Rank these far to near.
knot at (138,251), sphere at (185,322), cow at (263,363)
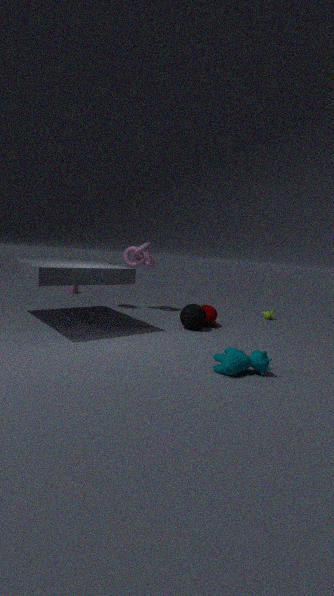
knot at (138,251)
sphere at (185,322)
cow at (263,363)
